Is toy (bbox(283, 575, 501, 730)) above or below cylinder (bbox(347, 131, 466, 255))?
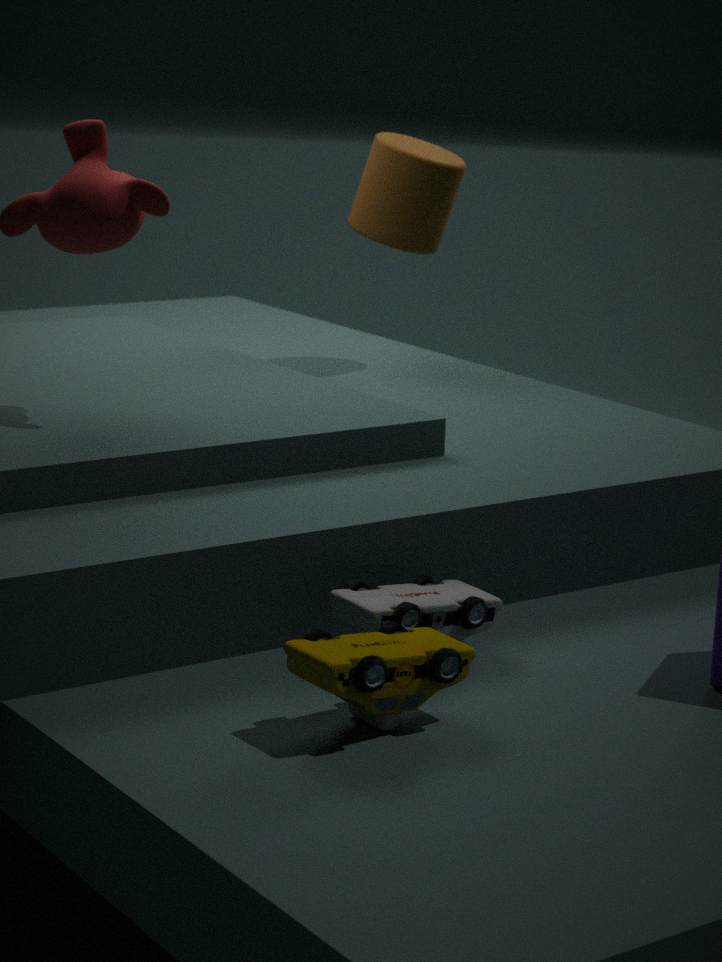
below
